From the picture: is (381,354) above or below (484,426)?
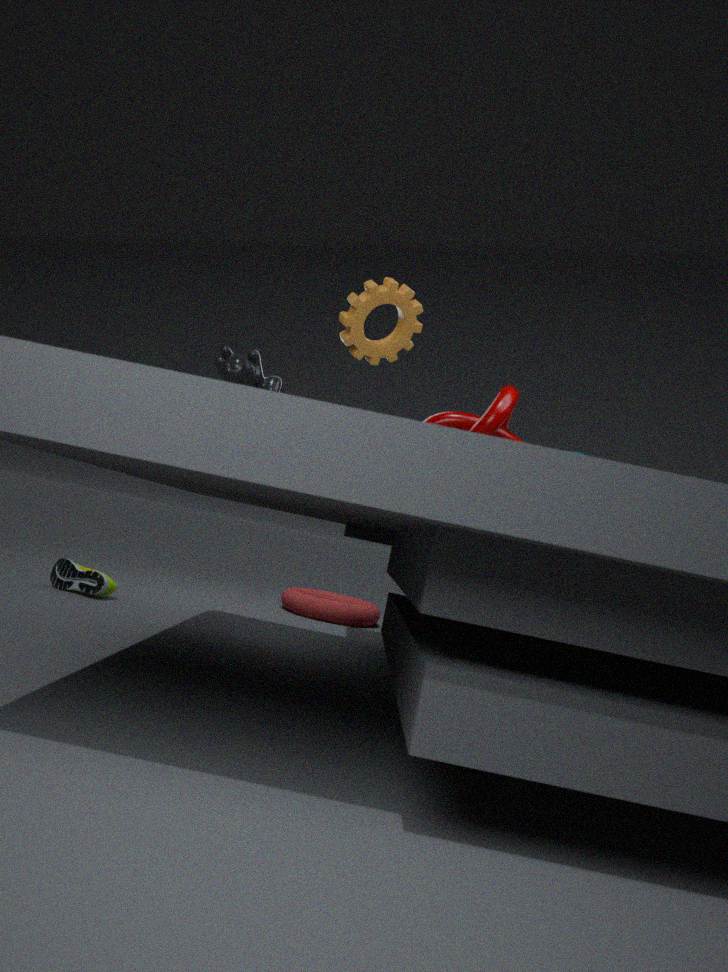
above
